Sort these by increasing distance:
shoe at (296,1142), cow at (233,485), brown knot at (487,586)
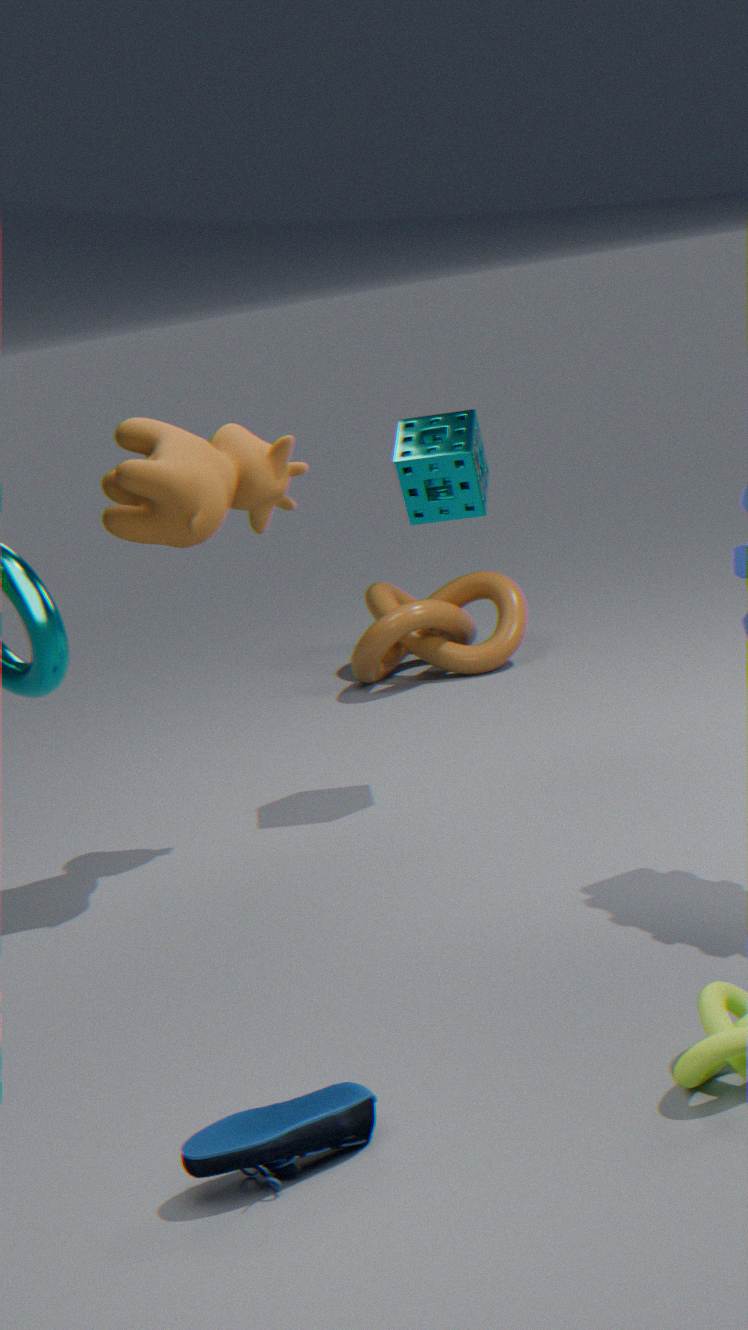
shoe at (296,1142), cow at (233,485), brown knot at (487,586)
